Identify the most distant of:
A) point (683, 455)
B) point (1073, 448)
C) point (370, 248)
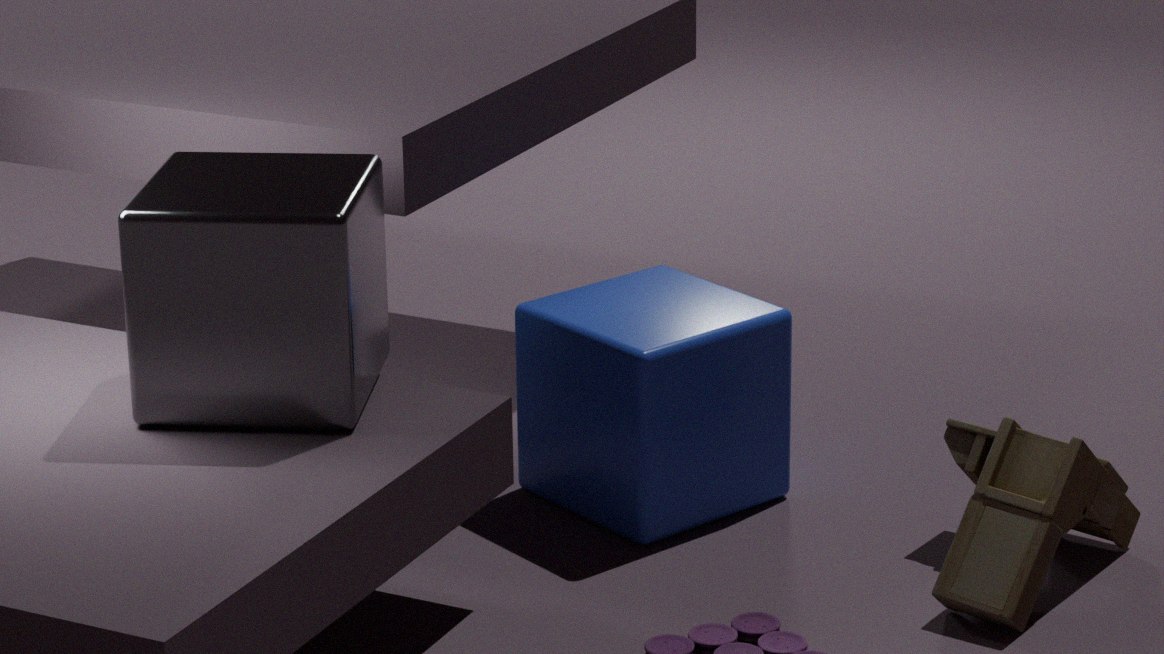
point (683, 455)
